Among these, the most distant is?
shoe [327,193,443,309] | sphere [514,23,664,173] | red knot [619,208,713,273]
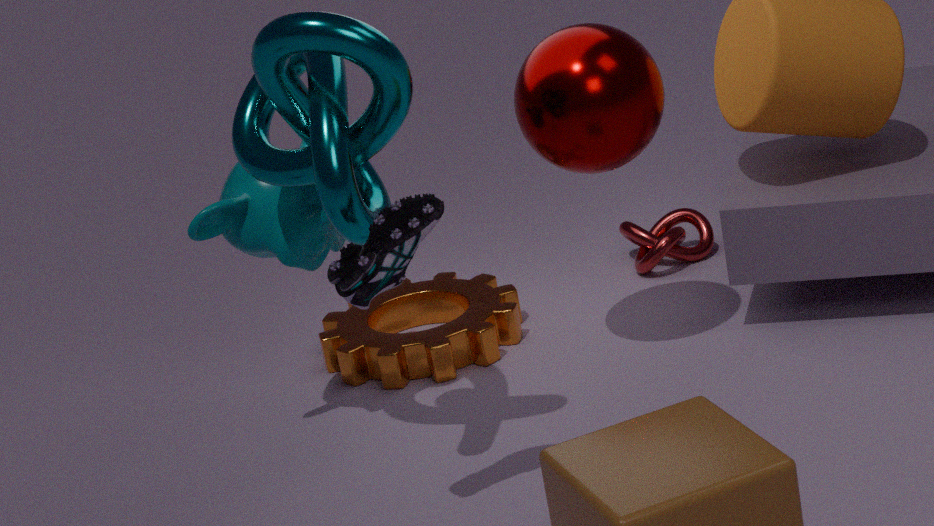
red knot [619,208,713,273]
